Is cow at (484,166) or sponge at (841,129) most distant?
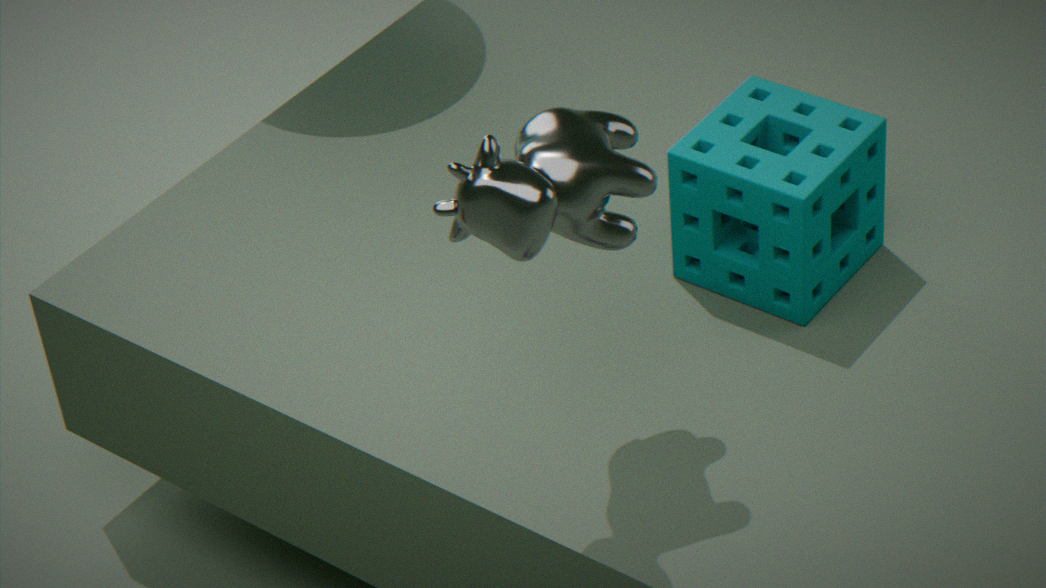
sponge at (841,129)
